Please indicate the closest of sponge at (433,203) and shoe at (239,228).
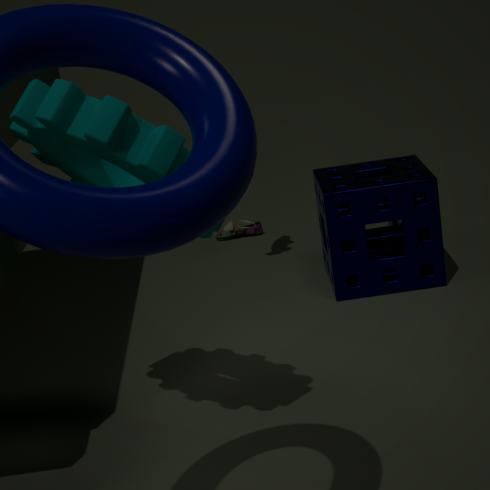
sponge at (433,203)
